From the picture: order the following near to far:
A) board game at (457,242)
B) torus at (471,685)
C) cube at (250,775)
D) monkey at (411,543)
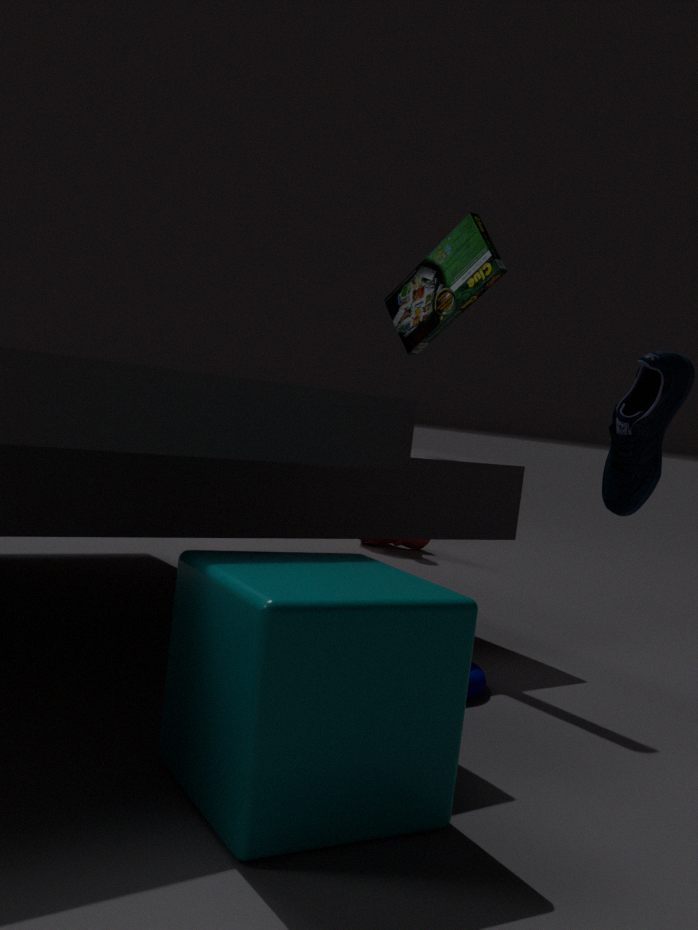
cube at (250,775)
torus at (471,685)
board game at (457,242)
monkey at (411,543)
